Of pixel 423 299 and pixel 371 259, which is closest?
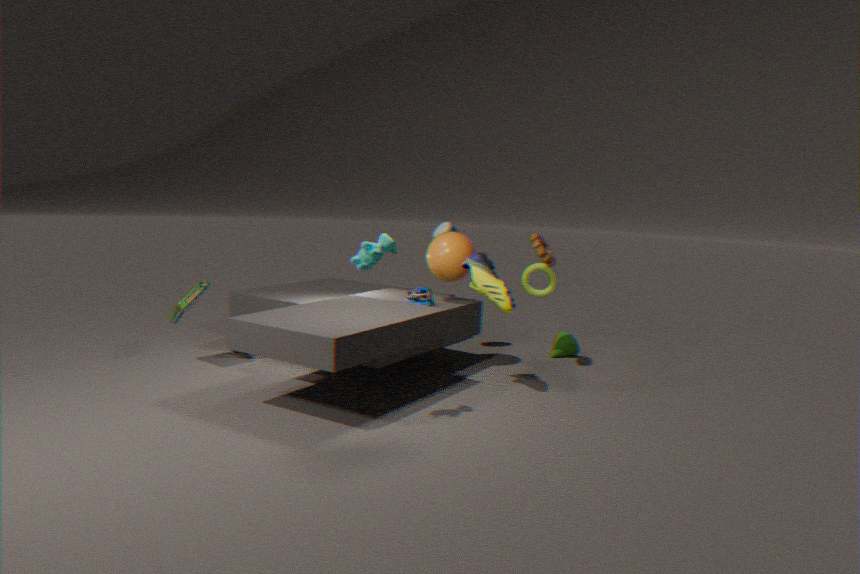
pixel 371 259
